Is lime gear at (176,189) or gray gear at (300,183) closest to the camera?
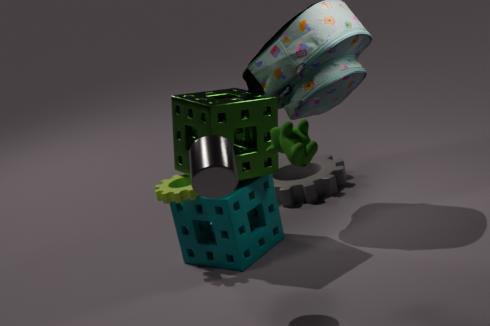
lime gear at (176,189)
